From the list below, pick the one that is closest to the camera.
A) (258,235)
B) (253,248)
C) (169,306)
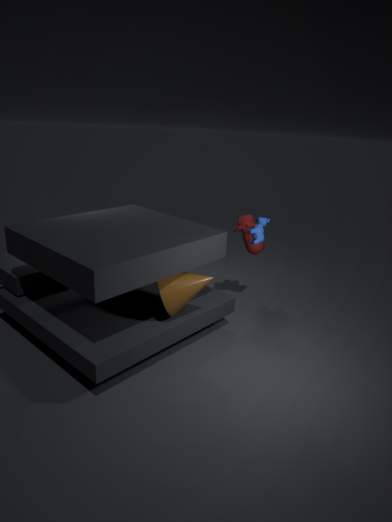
(169,306)
